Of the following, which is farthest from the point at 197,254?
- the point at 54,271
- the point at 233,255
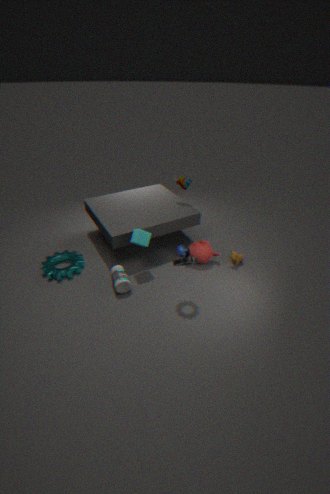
the point at 54,271
